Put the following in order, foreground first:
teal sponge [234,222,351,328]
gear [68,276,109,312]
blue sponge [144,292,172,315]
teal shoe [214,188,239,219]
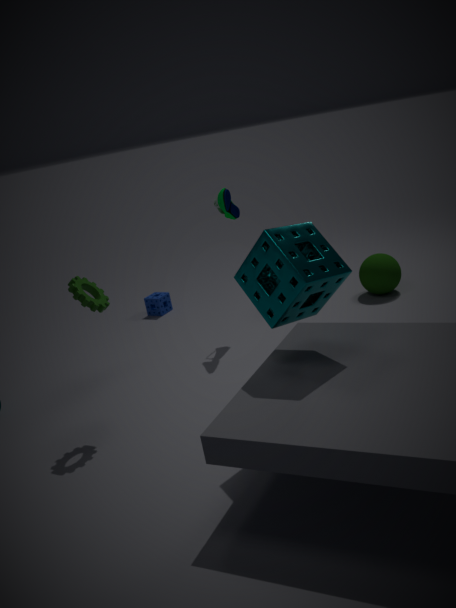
teal sponge [234,222,351,328] → gear [68,276,109,312] → teal shoe [214,188,239,219] → blue sponge [144,292,172,315]
